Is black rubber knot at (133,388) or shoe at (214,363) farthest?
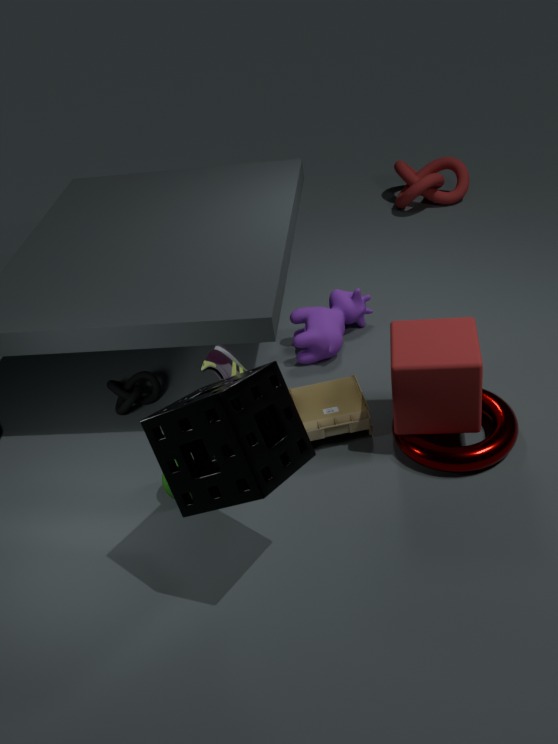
black rubber knot at (133,388)
